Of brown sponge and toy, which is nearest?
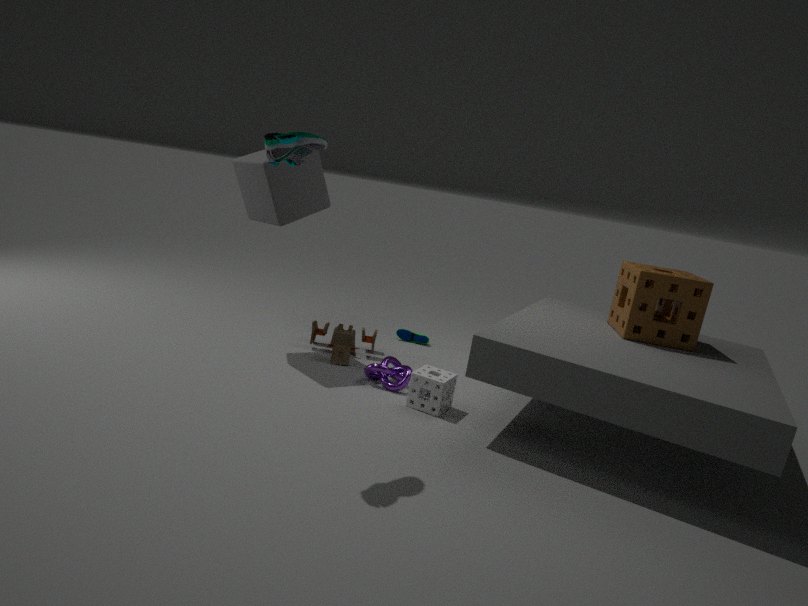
brown sponge
